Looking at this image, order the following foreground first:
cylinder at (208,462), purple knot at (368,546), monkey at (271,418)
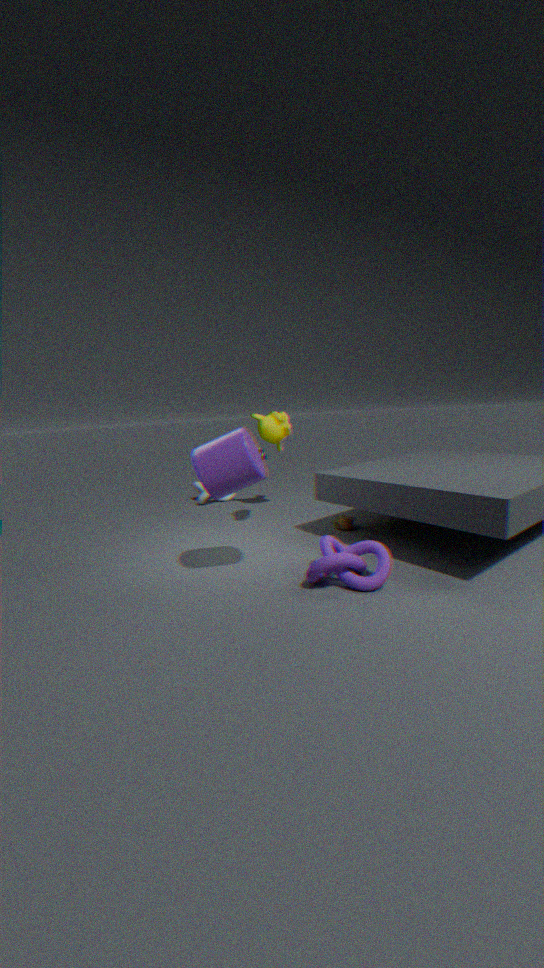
cylinder at (208,462) → purple knot at (368,546) → monkey at (271,418)
